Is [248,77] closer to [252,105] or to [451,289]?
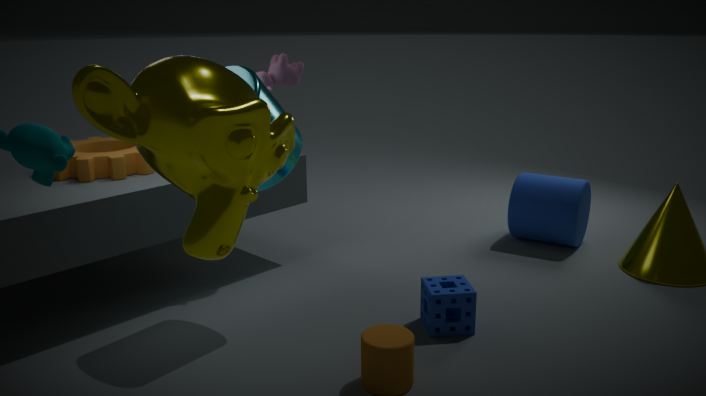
[451,289]
